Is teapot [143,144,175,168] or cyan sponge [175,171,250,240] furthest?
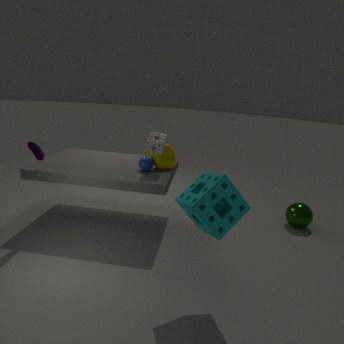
teapot [143,144,175,168]
